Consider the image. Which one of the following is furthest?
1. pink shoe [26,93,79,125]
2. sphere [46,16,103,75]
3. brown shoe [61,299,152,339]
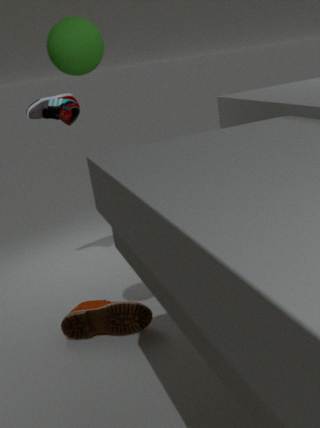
pink shoe [26,93,79,125]
